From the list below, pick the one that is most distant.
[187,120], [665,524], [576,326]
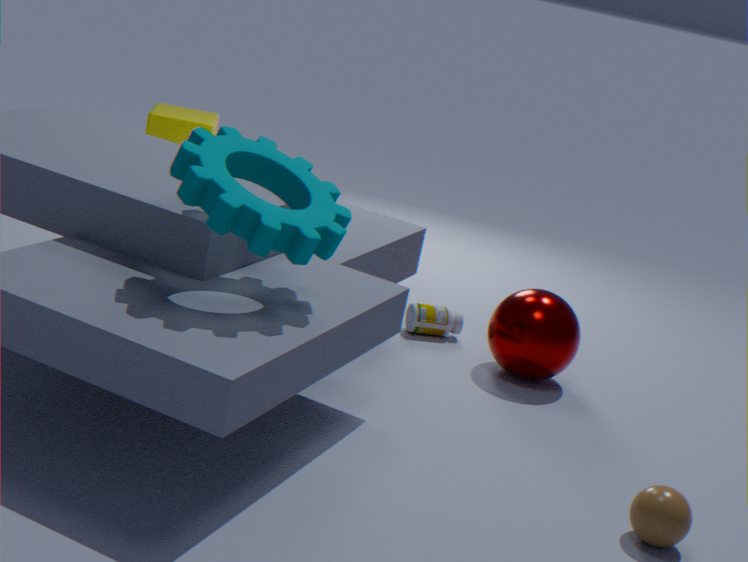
[187,120]
